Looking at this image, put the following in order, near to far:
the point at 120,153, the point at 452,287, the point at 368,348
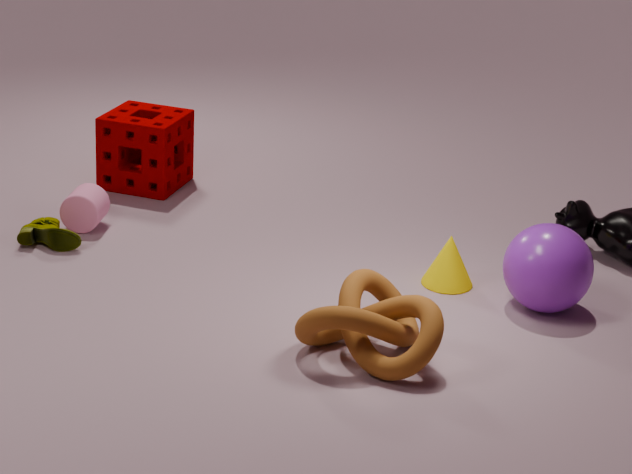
the point at 368,348 < the point at 452,287 < the point at 120,153
